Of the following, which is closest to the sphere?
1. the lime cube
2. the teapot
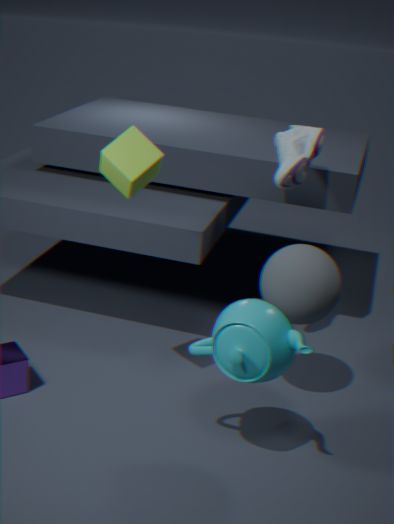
the teapot
